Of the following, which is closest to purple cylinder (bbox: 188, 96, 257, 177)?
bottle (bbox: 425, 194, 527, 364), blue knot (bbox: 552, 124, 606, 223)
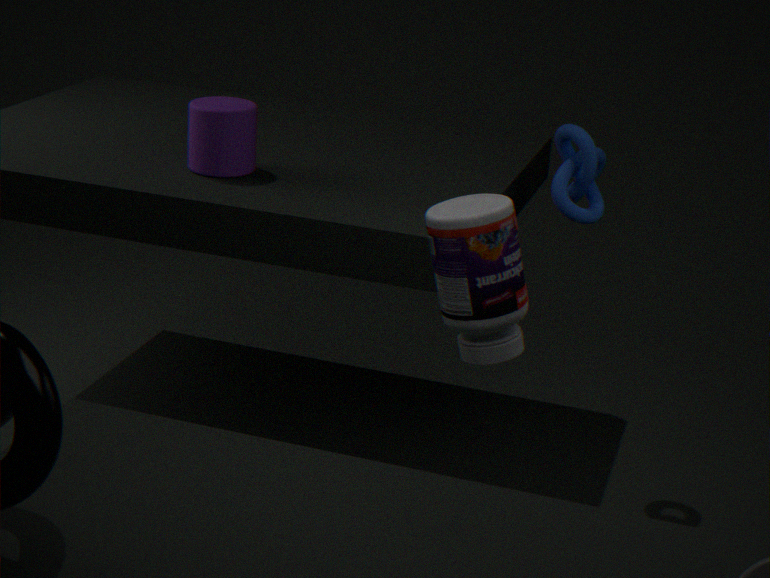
blue knot (bbox: 552, 124, 606, 223)
